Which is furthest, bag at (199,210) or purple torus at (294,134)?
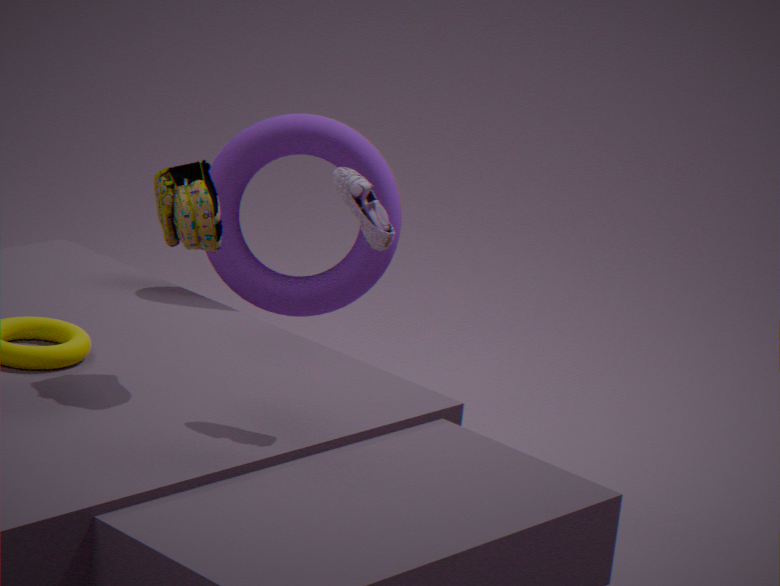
purple torus at (294,134)
